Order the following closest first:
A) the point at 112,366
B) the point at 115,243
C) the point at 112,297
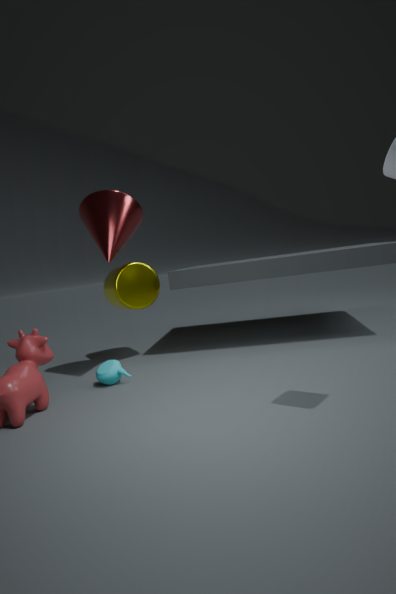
the point at 112,366 → the point at 115,243 → the point at 112,297
